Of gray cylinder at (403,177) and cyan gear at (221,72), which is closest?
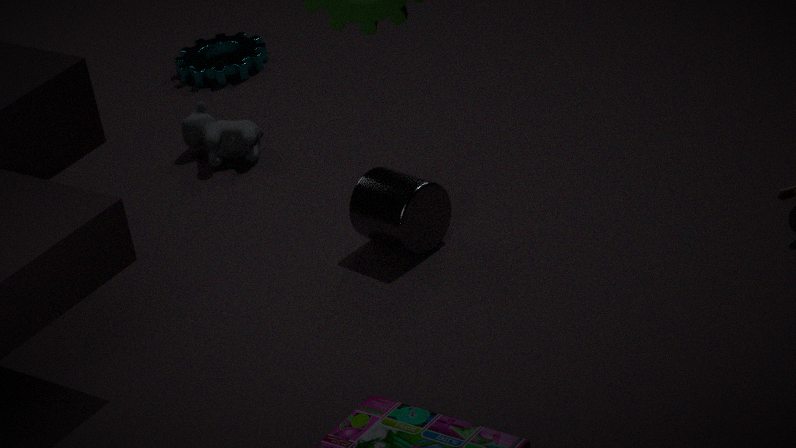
gray cylinder at (403,177)
